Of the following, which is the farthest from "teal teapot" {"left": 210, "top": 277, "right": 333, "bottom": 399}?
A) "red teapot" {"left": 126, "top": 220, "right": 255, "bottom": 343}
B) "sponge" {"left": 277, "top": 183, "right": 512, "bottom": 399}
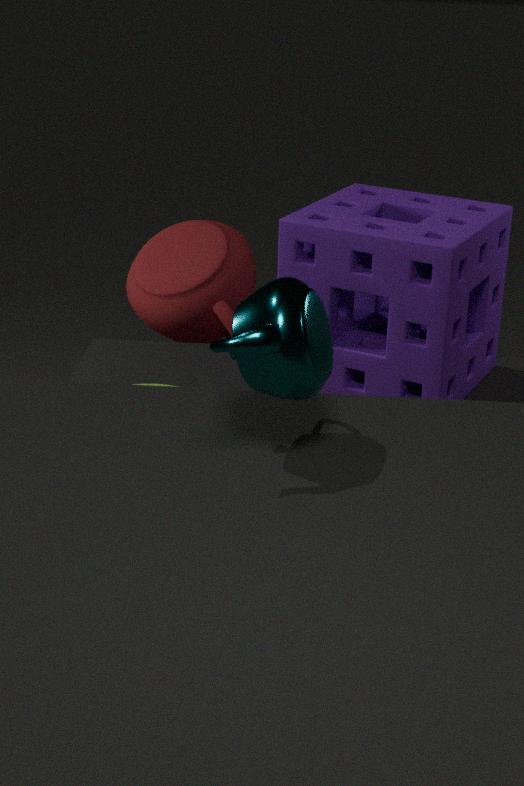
"red teapot" {"left": 126, "top": 220, "right": 255, "bottom": 343}
